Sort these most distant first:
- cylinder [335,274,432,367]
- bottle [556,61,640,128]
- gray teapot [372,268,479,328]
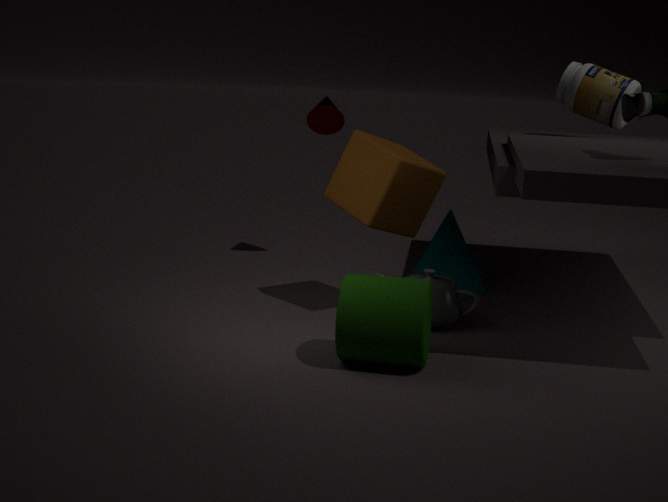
1. bottle [556,61,640,128]
2. gray teapot [372,268,479,328]
3. cylinder [335,274,432,367]
